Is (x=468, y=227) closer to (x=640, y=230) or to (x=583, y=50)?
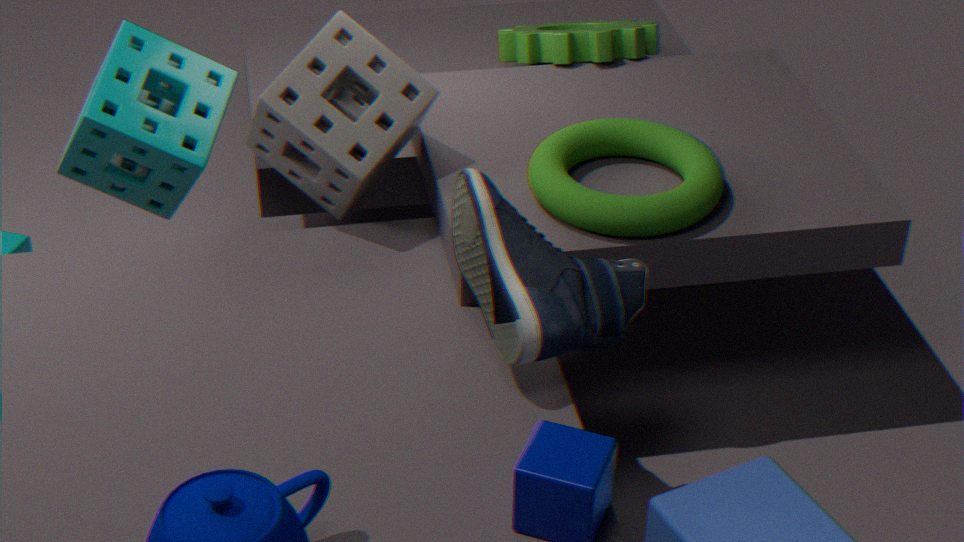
(x=640, y=230)
